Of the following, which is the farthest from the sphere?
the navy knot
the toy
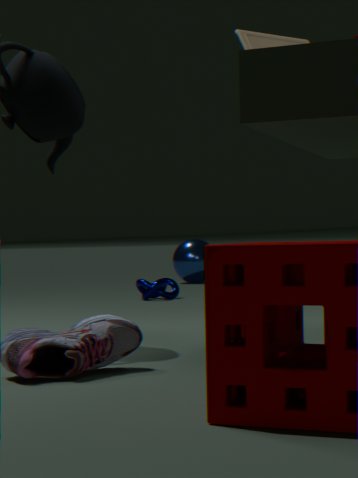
the toy
